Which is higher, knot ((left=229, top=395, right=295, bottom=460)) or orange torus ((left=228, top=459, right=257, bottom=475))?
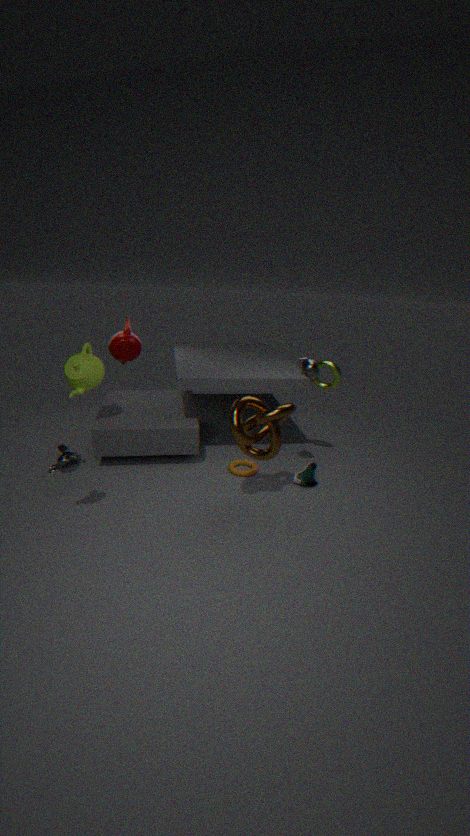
knot ((left=229, top=395, right=295, bottom=460))
